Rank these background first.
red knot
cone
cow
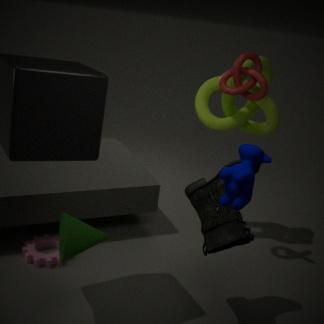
red knot, cone, cow
